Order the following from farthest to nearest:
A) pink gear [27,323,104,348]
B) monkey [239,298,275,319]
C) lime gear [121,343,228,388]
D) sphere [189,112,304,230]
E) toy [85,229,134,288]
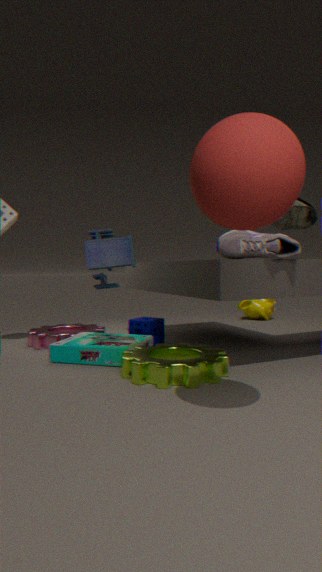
monkey [239,298,275,319] → pink gear [27,323,104,348] → toy [85,229,134,288] → lime gear [121,343,228,388] → sphere [189,112,304,230]
